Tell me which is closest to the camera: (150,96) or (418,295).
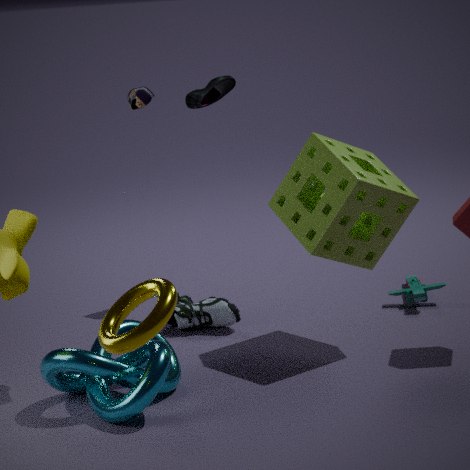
(150,96)
